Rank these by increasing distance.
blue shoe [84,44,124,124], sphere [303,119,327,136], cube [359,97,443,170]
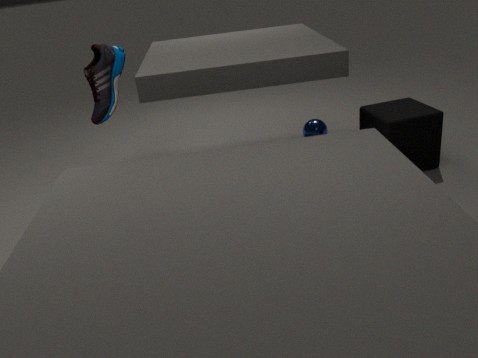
cube [359,97,443,170] < blue shoe [84,44,124,124] < sphere [303,119,327,136]
